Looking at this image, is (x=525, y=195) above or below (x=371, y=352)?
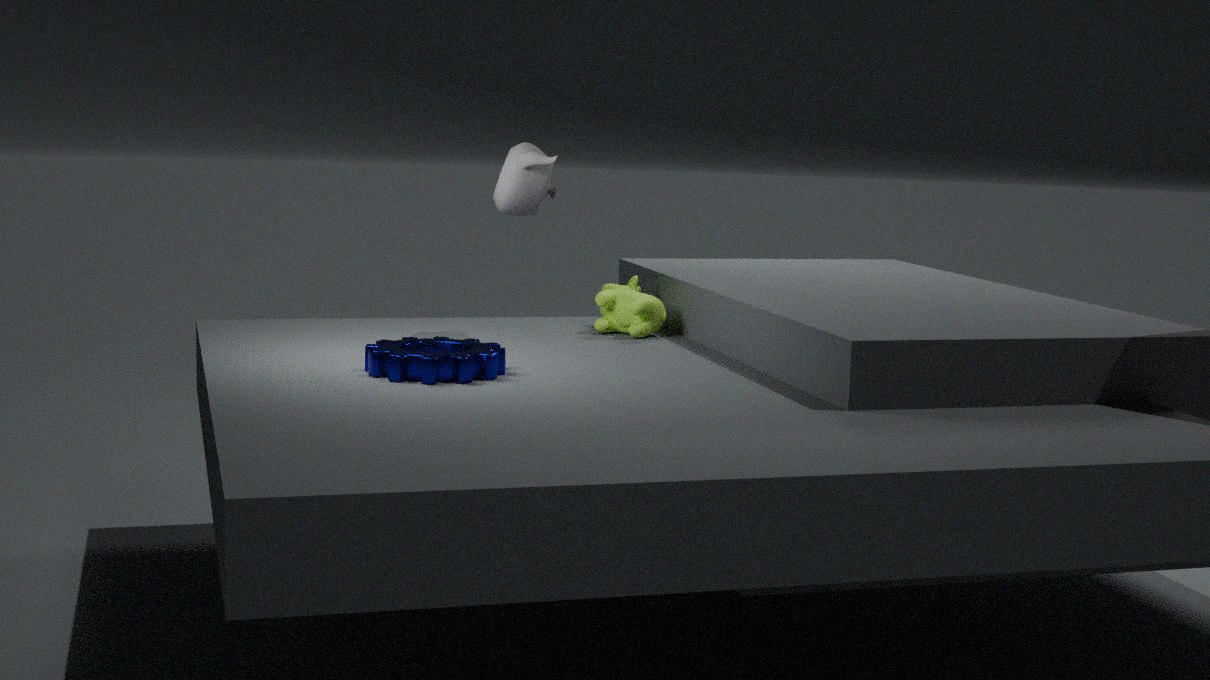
above
